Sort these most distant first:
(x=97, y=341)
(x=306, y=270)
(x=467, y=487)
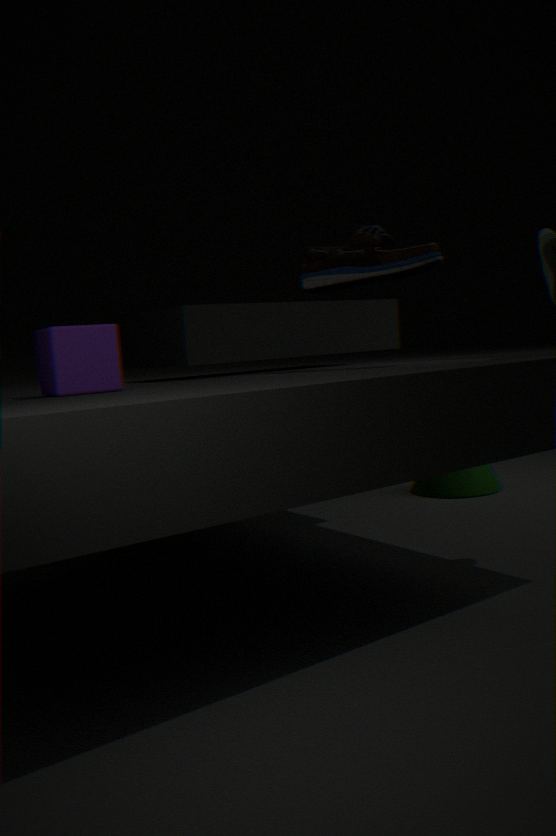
(x=467, y=487)
(x=306, y=270)
(x=97, y=341)
